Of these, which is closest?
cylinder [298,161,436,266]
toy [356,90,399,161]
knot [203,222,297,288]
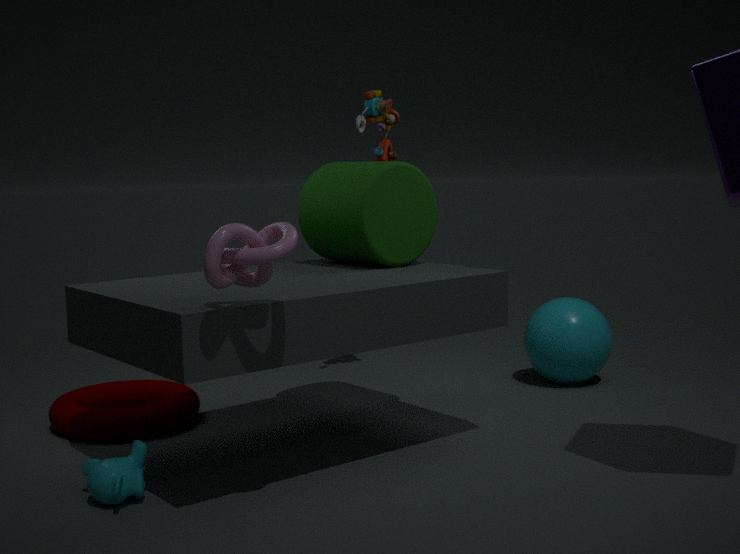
knot [203,222,297,288]
